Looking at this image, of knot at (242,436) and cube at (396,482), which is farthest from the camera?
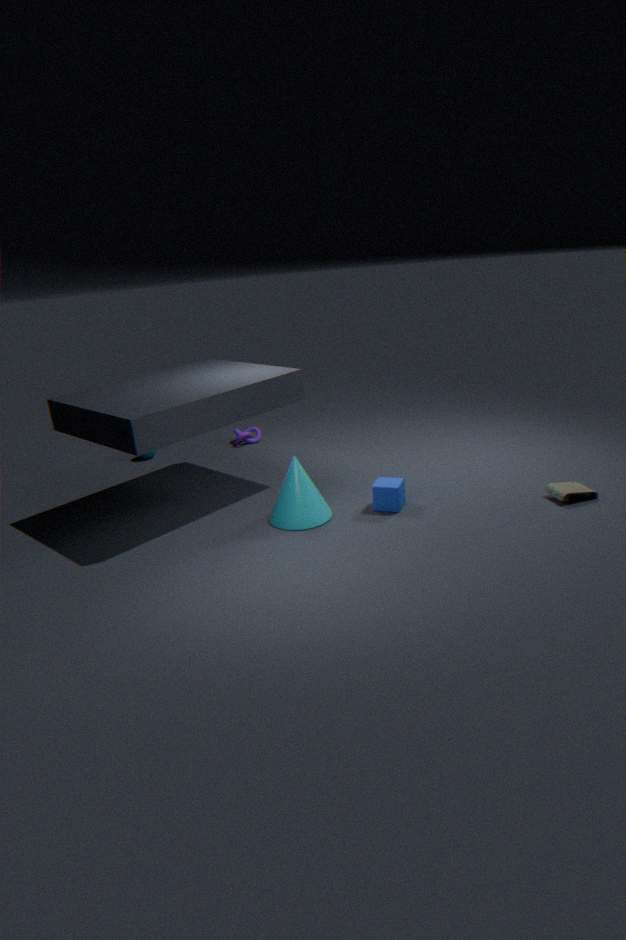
knot at (242,436)
